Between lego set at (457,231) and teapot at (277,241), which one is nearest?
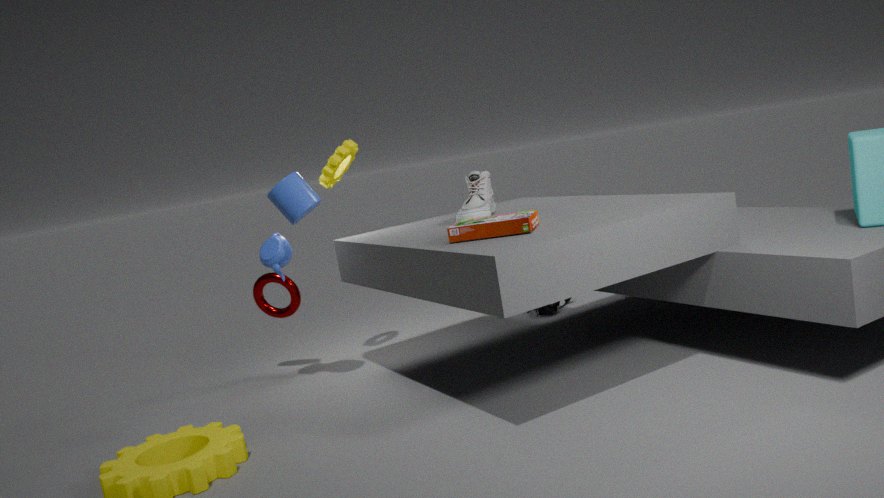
lego set at (457,231)
